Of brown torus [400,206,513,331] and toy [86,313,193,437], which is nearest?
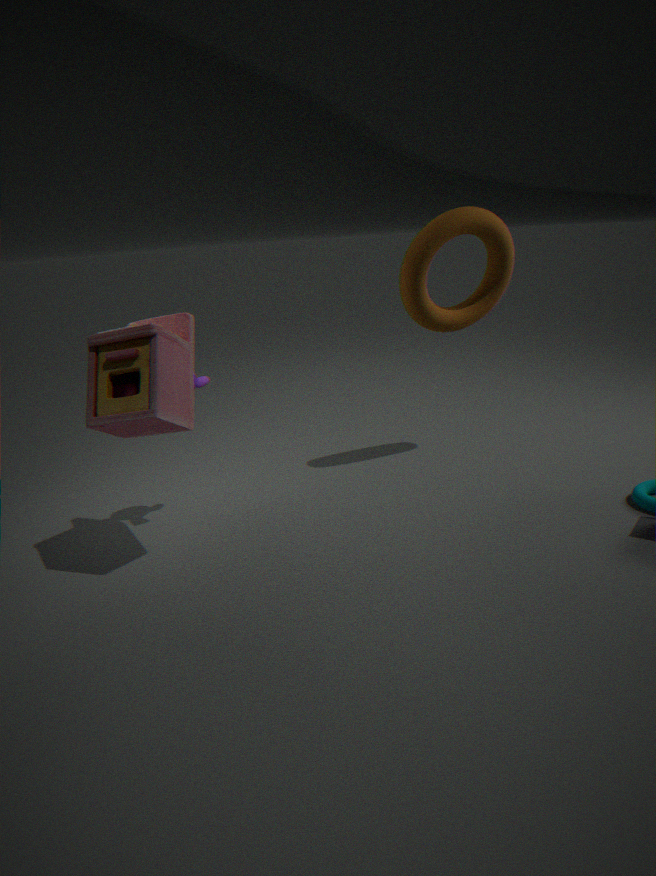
toy [86,313,193,437]
